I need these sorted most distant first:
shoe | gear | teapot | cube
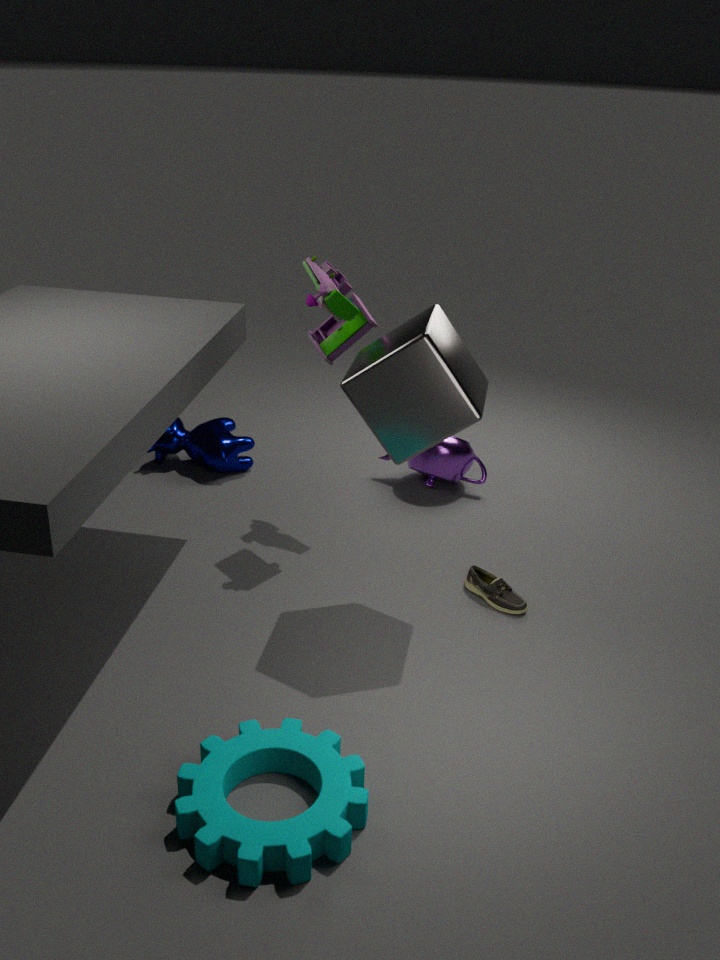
1. teapot
2. shoe
3. cube
4. gear
